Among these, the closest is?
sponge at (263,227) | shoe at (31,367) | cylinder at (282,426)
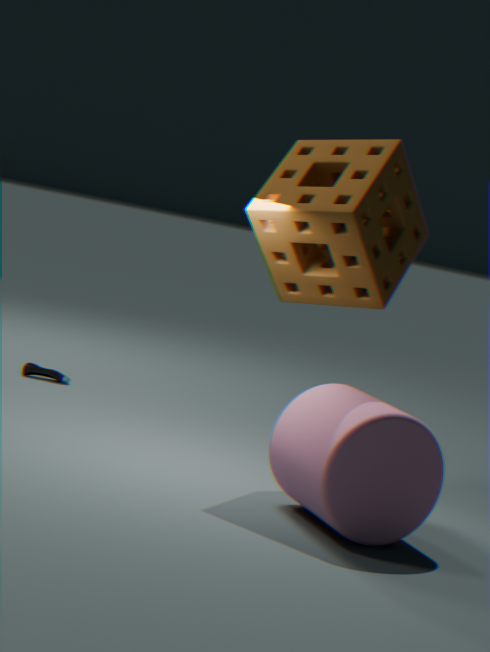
cylinder at (282,426)
